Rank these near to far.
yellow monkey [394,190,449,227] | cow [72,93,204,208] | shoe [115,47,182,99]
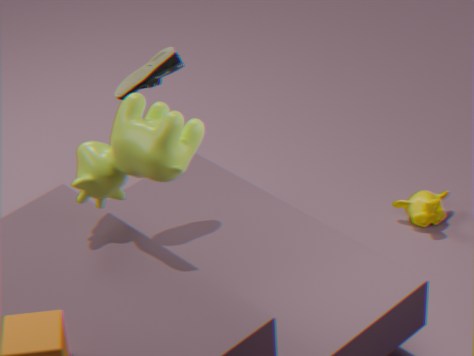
1. cow [72,93,204,208]
2. shoe [115,47,182,99]
3. yellow monkey [394,190,449,227]
